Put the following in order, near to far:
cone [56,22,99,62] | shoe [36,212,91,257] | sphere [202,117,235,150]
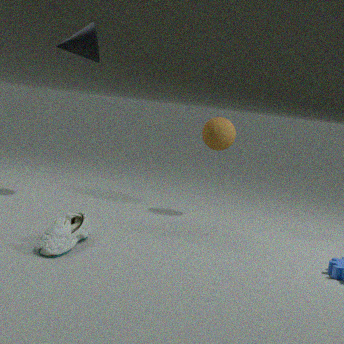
shoe [36,212,91,257]
cone [56,22,99,62]
sphere [202,117,235,150]
